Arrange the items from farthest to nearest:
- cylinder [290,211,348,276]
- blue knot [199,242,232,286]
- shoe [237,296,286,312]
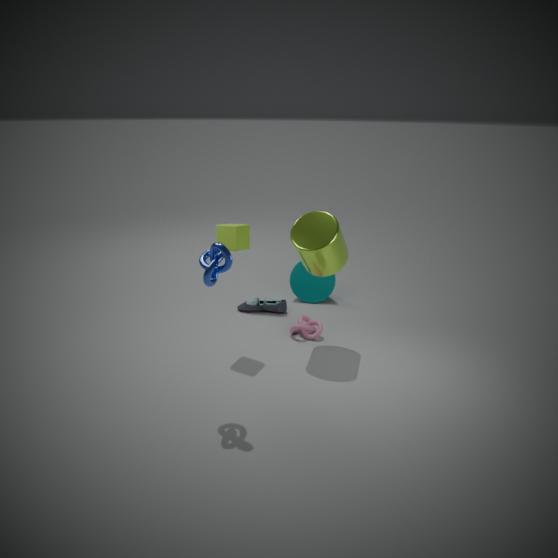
shoe [237,296,286,312], cylinder [290,211,348,276], blue knot [199,242,232,286]
